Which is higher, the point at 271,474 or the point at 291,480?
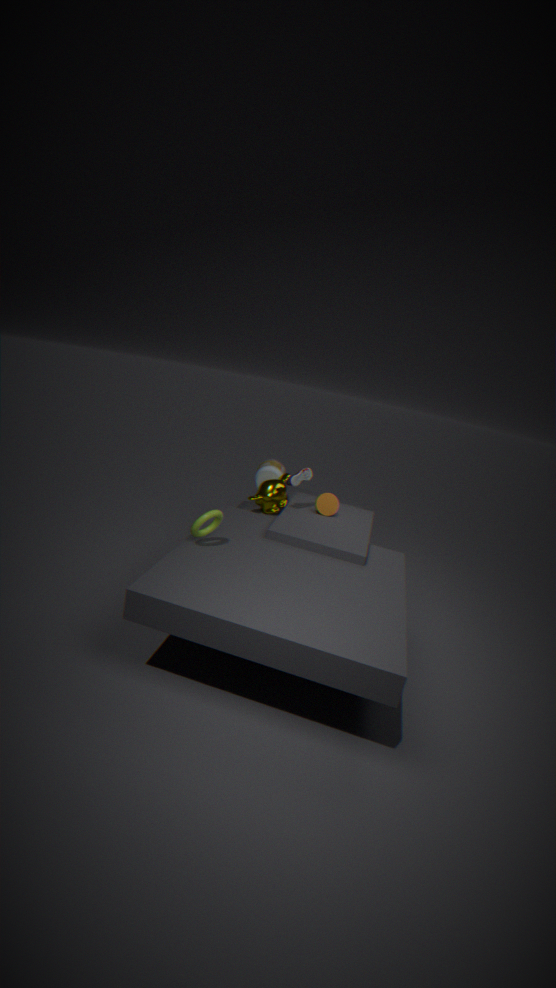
the point at 291,480
